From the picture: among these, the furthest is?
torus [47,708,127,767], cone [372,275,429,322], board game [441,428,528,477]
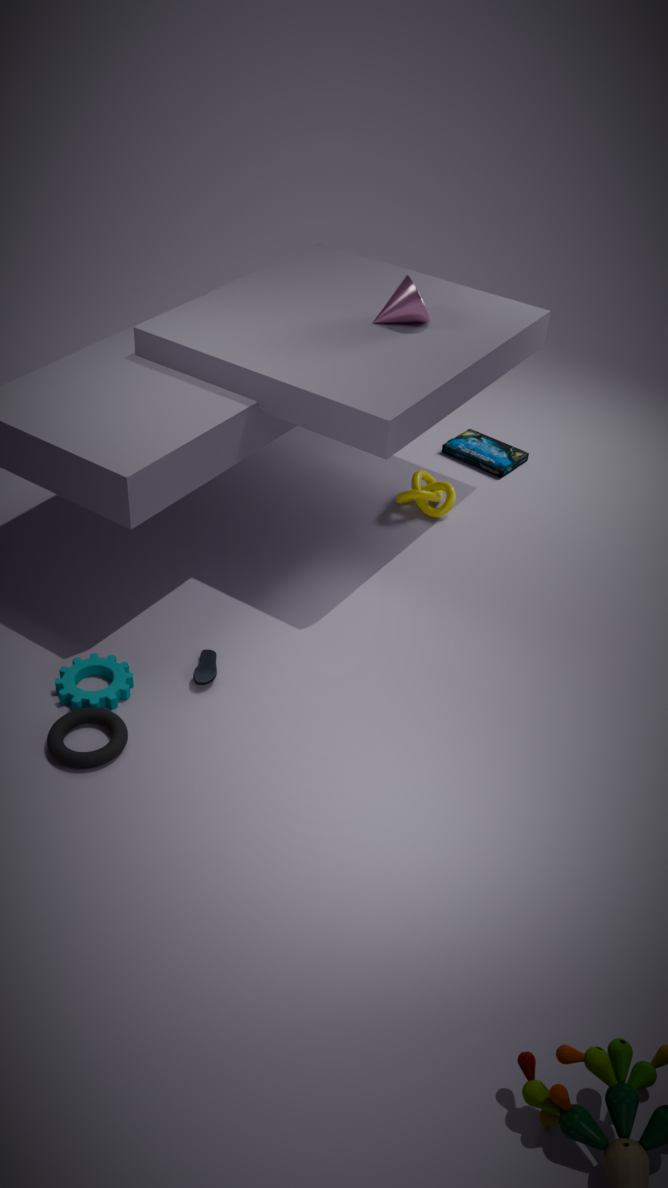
board game [441,428,528,477]
